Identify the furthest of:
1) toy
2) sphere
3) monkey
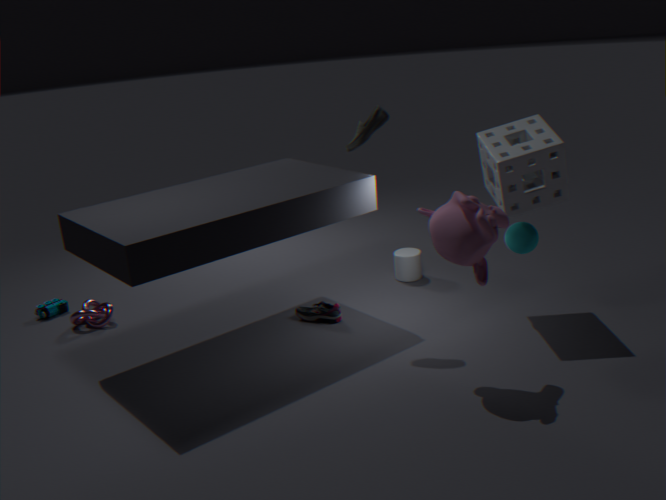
1. toy
